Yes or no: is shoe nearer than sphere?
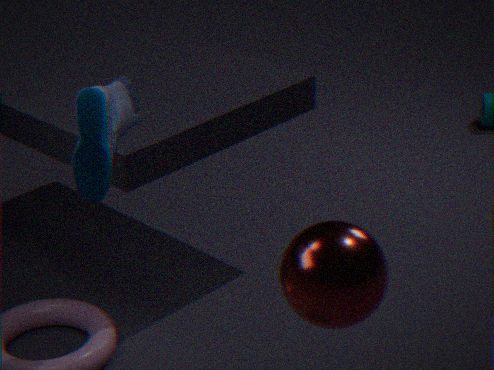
No
